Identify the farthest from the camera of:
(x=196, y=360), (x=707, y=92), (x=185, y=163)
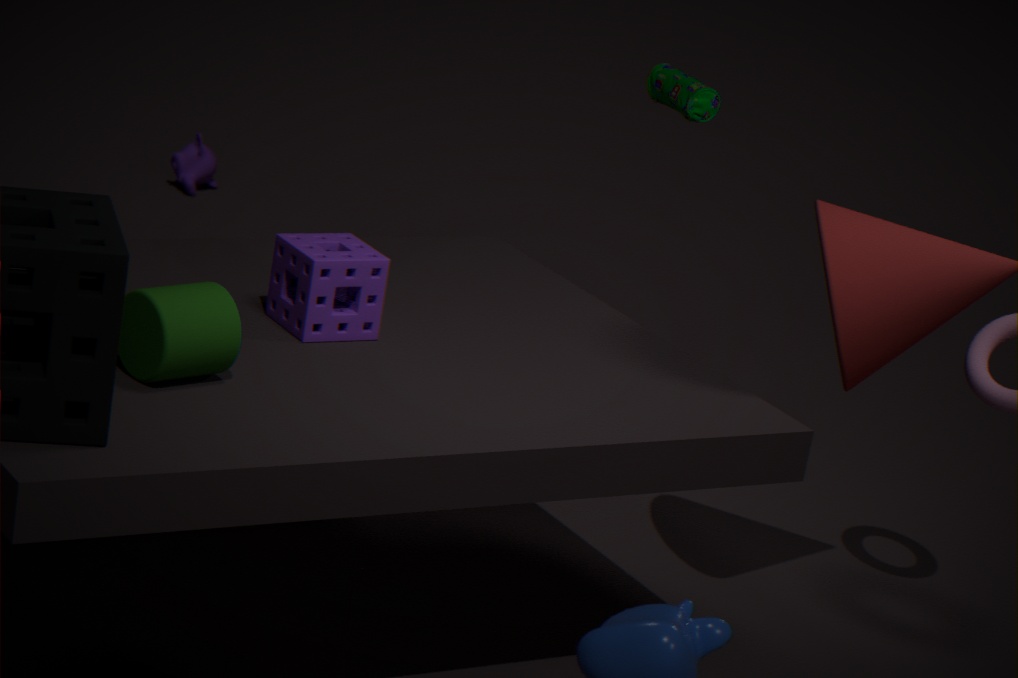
(x=185, y=163)
